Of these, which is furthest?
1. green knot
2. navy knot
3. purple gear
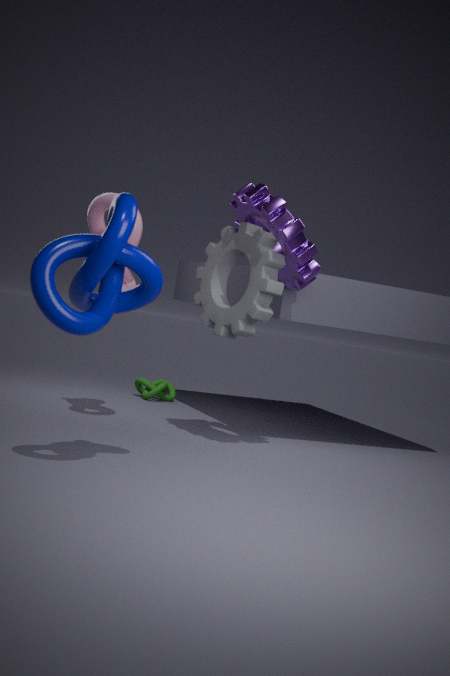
green knot
